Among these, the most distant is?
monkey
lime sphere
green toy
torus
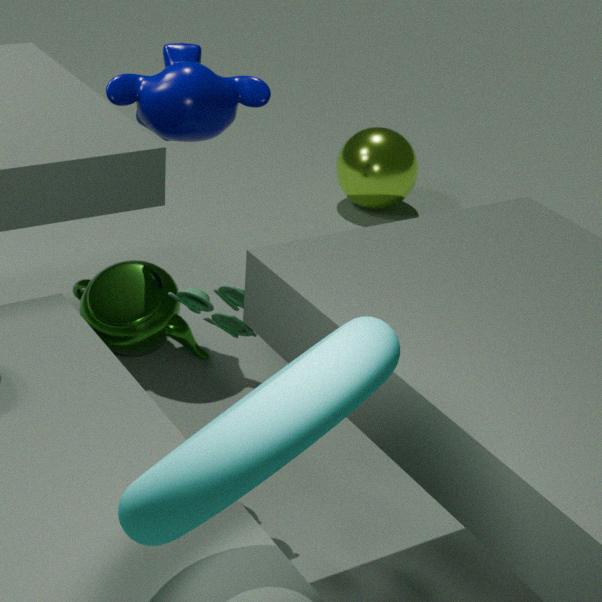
lime sphere
